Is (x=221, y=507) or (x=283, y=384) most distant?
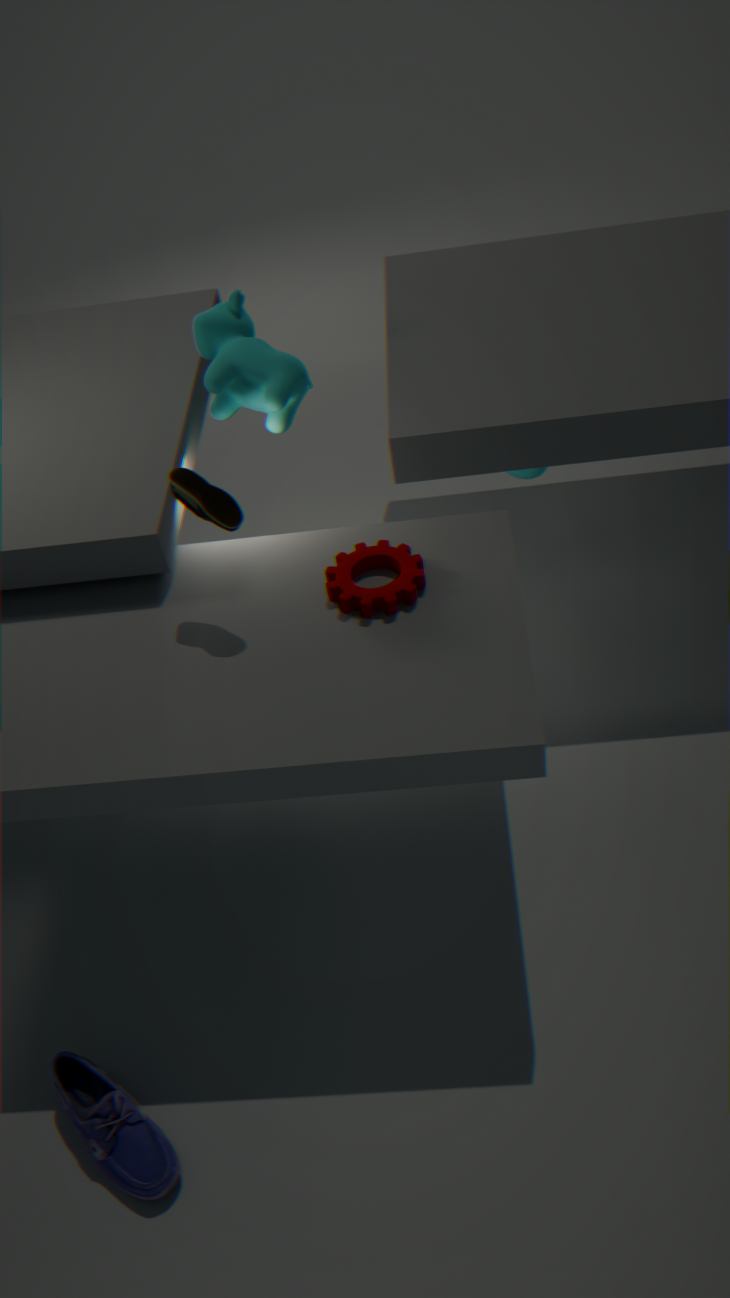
(x=283, y=384)
